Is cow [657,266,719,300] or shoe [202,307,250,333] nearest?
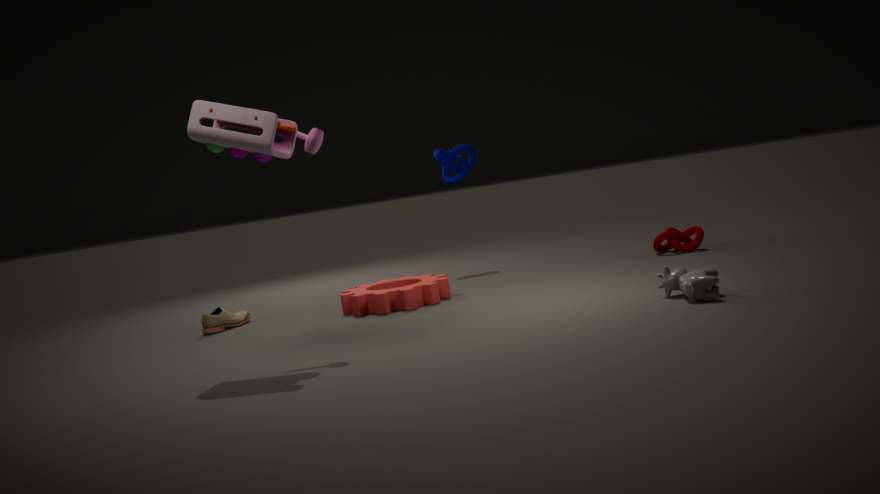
cow [657,266,719,300]
